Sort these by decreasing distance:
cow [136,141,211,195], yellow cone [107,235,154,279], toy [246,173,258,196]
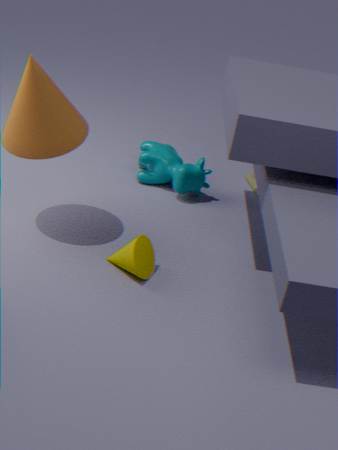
toy [246,173,258,196] < cow [136,141,211,195] < yellow cone [107,235,154,279]
